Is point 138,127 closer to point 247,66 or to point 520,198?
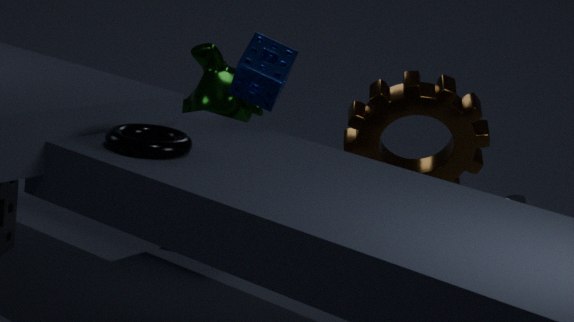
point 247,66
